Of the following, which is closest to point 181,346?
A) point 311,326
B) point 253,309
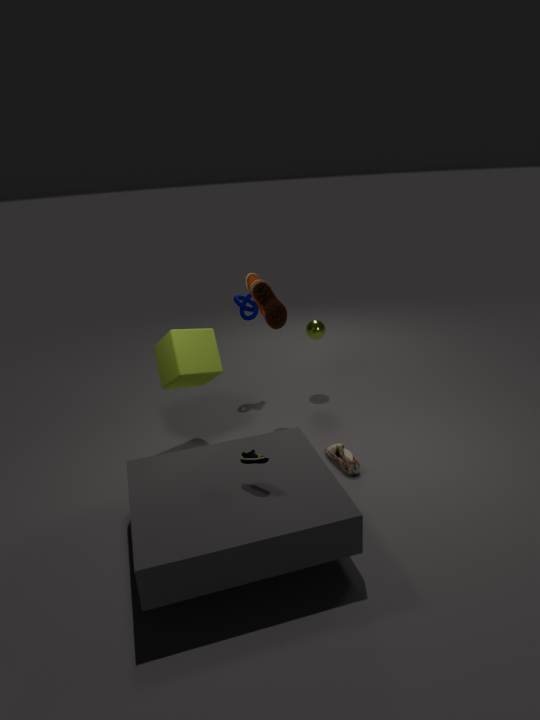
point 253,309
